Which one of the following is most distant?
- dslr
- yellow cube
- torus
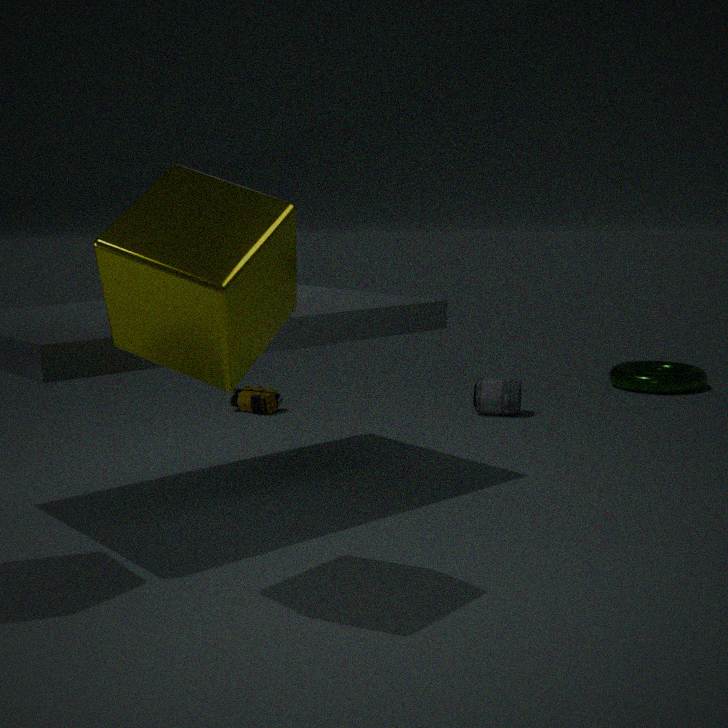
torus
